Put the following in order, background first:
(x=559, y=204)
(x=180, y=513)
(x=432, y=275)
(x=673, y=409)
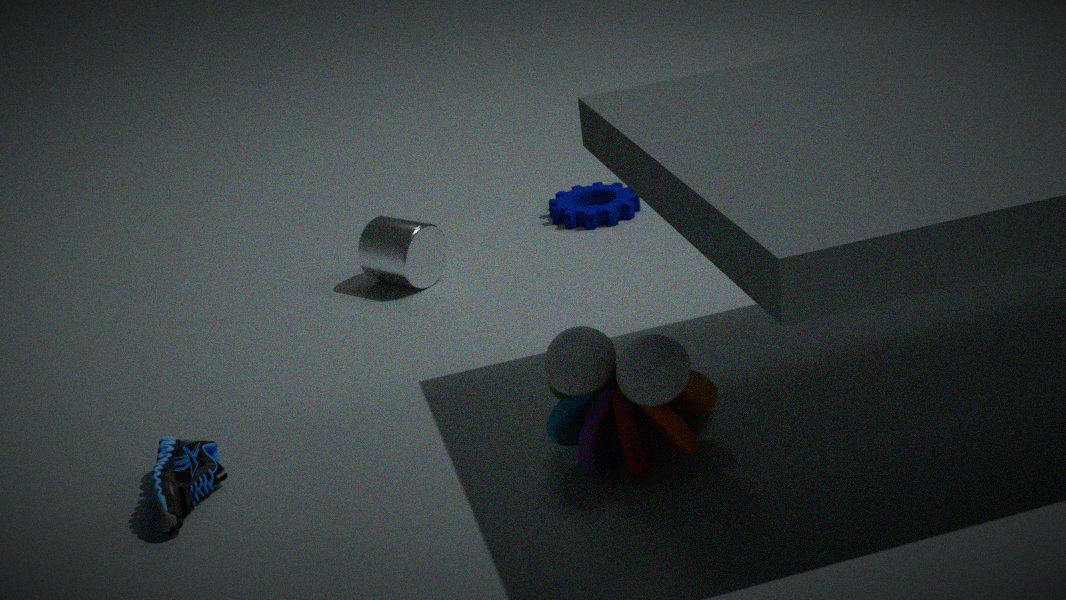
(x=559, y=204) < (x=432, y=275) < (x=673, y=409) < (x=180, y=513)
